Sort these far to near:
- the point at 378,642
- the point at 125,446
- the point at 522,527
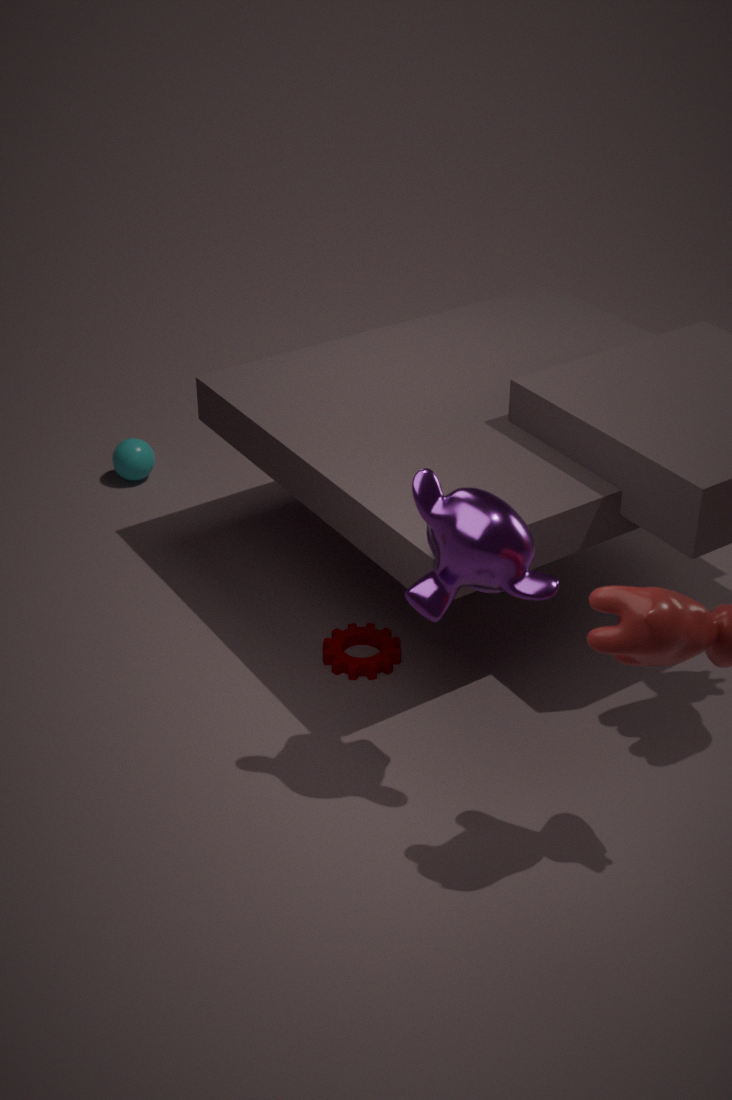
the point at 125,446, the point at 378,642, the point at 522,527
